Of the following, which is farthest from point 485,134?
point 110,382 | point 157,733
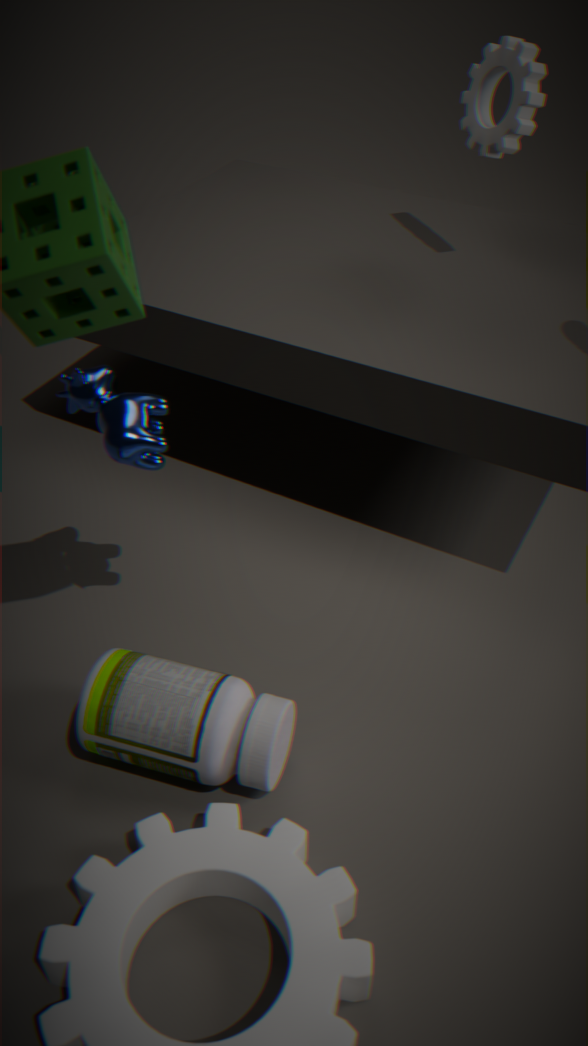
point 157,733
